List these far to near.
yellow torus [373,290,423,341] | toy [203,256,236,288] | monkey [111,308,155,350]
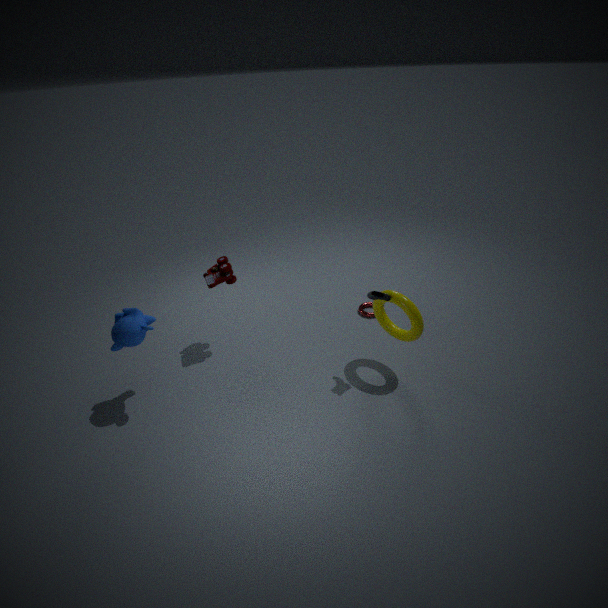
toy [203,256,236,288] → yellow torus [373,290,423,341] → monkey [111,308,155,350]
